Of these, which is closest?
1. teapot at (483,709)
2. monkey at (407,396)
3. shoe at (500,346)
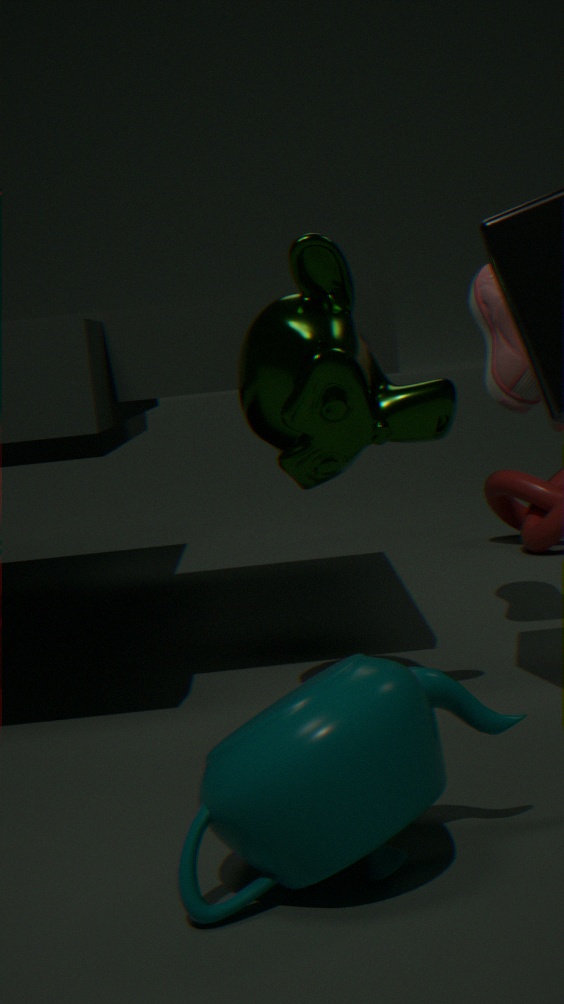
teapot at (483,709)
